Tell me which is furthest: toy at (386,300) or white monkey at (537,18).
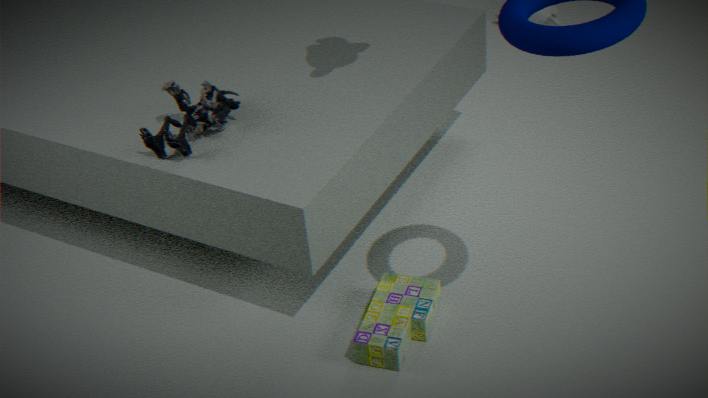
white monkey at (537,18)
